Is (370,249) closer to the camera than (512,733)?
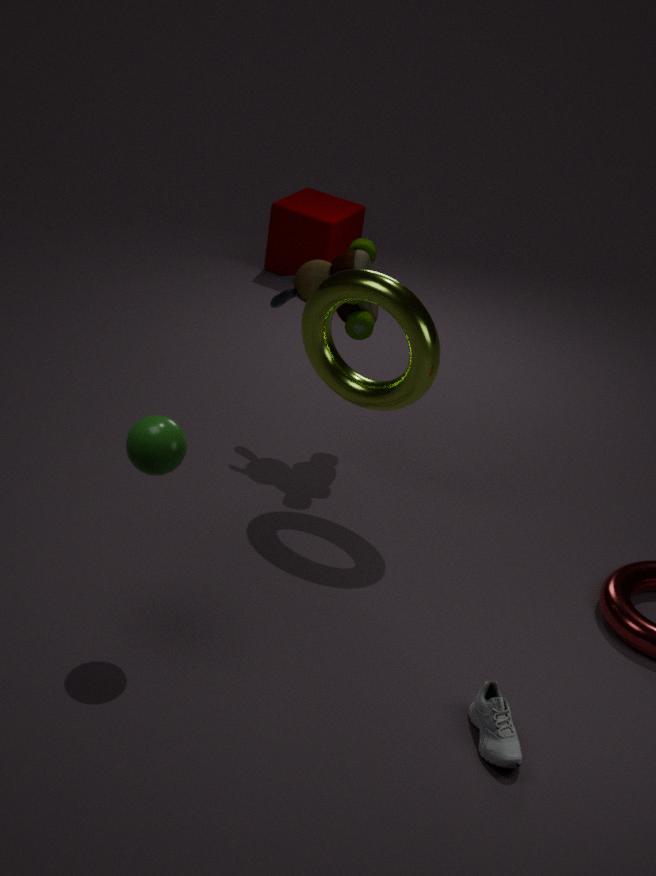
No
